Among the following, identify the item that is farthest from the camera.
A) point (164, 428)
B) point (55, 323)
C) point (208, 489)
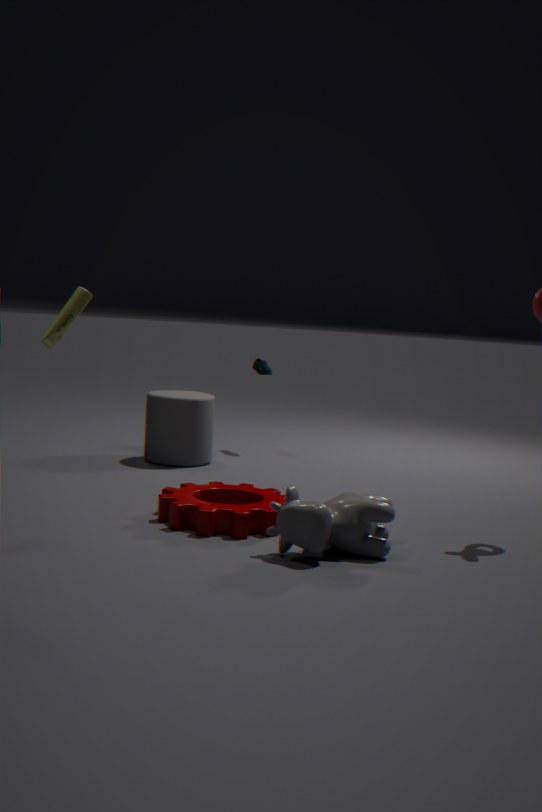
point (164, 428)
